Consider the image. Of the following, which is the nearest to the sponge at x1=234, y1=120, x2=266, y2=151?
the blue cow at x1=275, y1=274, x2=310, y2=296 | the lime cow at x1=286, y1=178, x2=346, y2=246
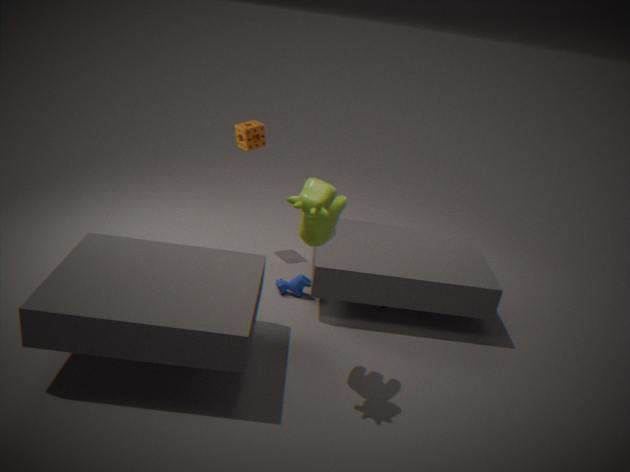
the blue cow at x1=275, y1=274, x2=310, y2=296
